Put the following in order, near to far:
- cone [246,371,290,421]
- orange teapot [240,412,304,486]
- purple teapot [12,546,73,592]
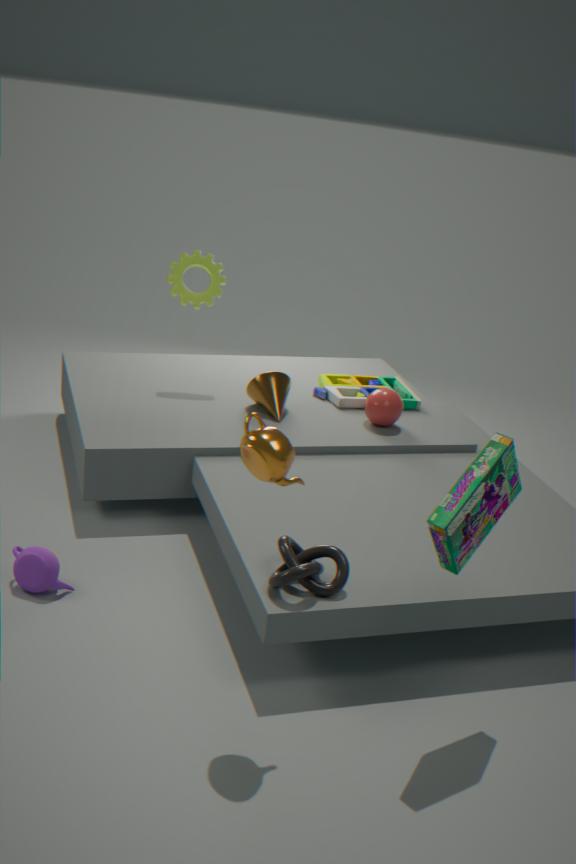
1. orange teapot [240,412,304,486]
2. purple teapot [12,546,73,592]
3. cone [246,371,290,421]
